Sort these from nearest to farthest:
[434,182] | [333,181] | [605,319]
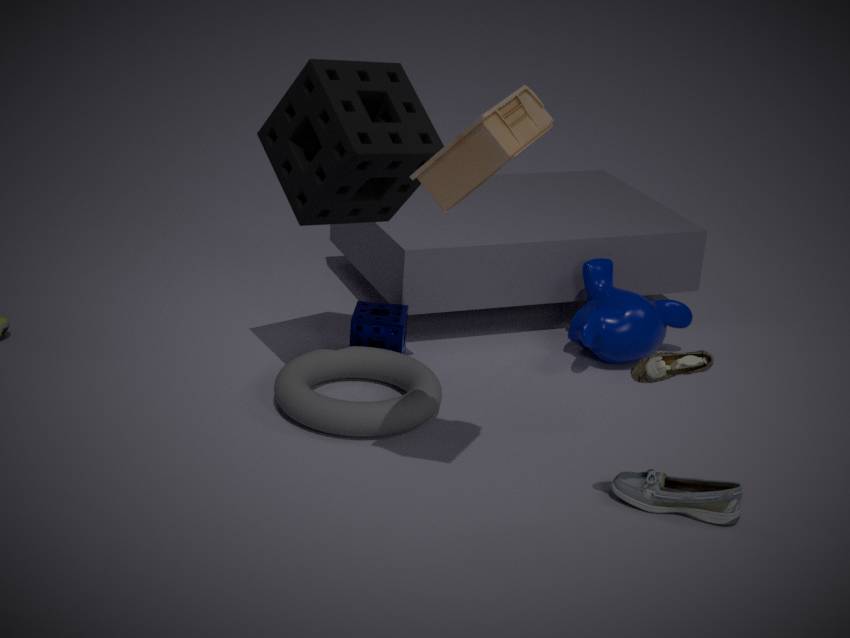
[434,182], [333,181], [605,319]
